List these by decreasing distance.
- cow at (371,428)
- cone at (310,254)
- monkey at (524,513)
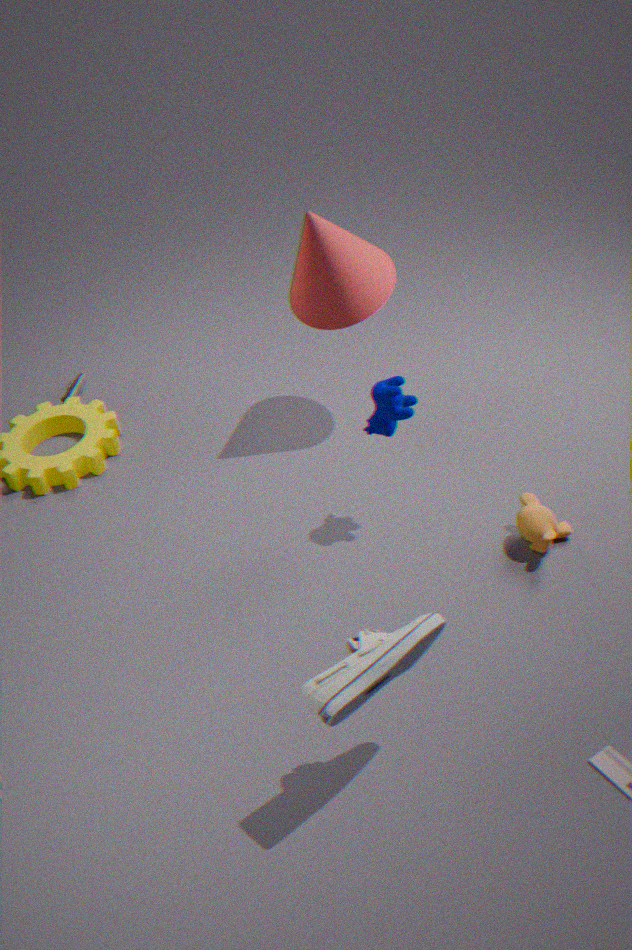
cone at (310,254) < monkey at (524,513) < cow at (371,428)
